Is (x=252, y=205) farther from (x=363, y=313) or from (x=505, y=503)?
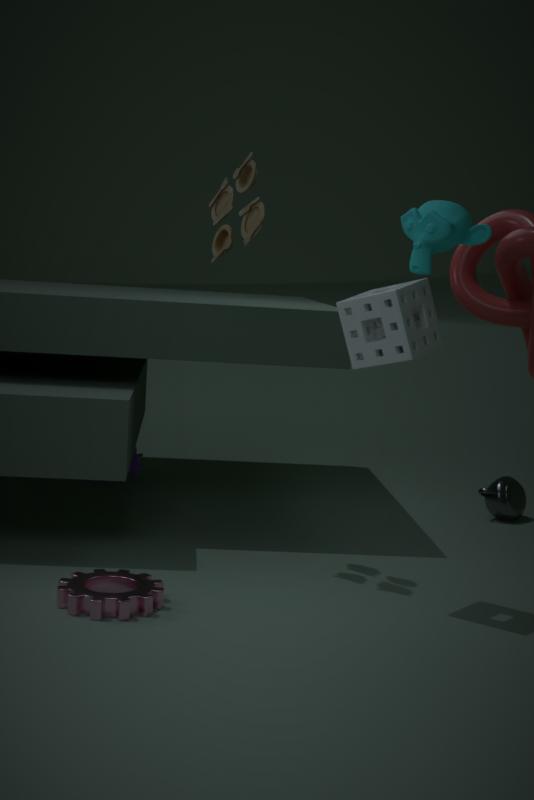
(x=505, y=503)
